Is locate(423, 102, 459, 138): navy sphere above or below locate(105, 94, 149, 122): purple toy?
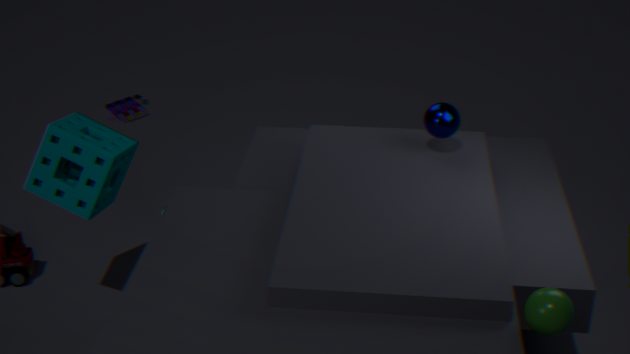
above
